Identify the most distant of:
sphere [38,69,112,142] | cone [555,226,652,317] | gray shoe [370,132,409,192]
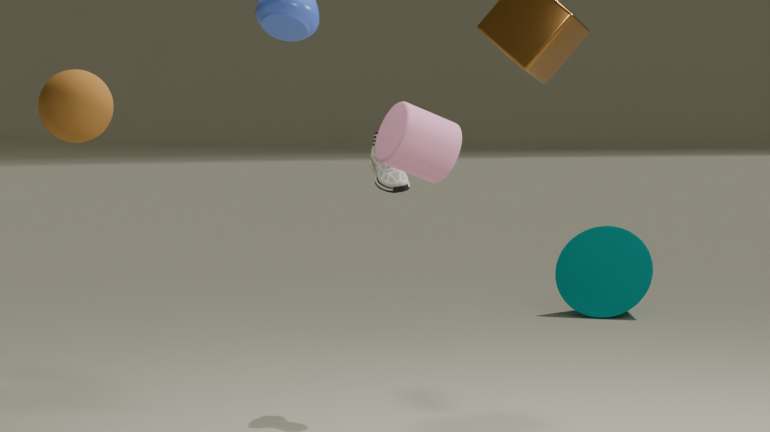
cone [555,226,652,317]
